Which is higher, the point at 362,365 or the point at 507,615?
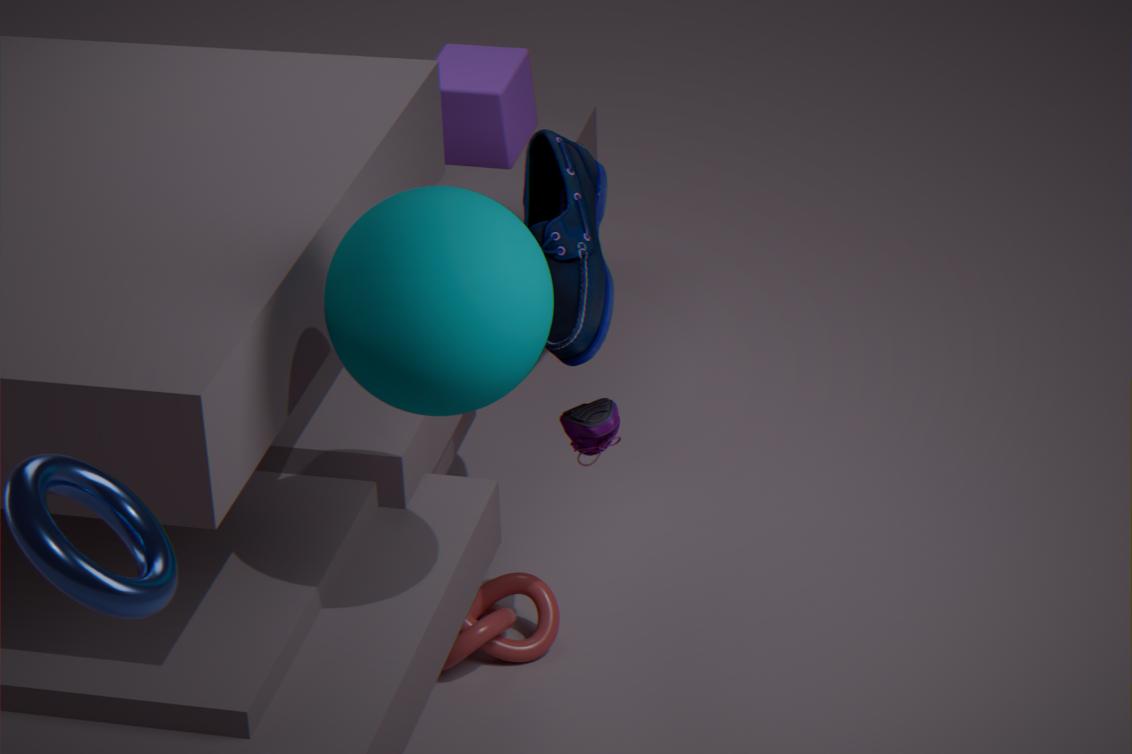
the point at 362,365
